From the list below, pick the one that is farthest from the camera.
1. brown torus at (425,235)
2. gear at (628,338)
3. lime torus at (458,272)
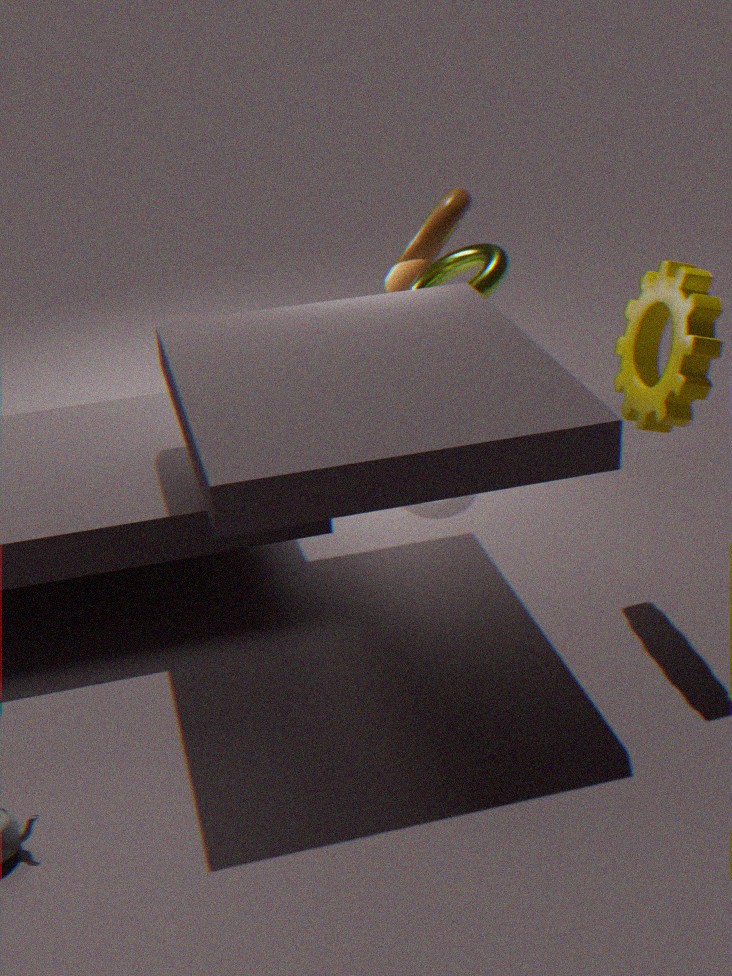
lime torus at (458,272)
